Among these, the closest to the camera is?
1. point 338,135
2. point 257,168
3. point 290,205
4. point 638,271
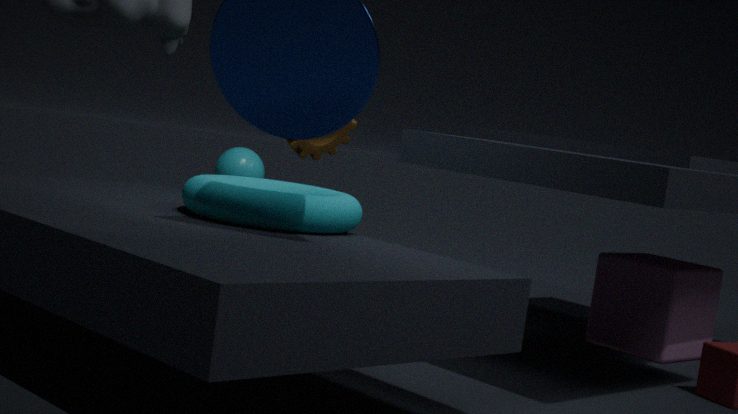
point 290,205
